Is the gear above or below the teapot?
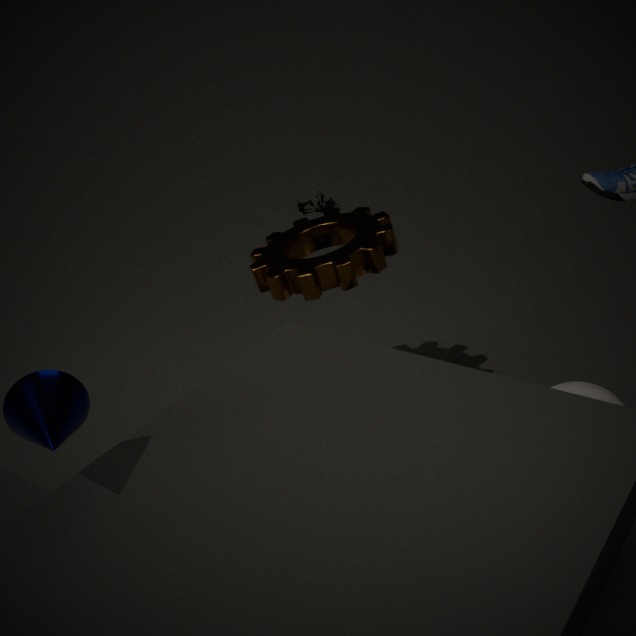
above
